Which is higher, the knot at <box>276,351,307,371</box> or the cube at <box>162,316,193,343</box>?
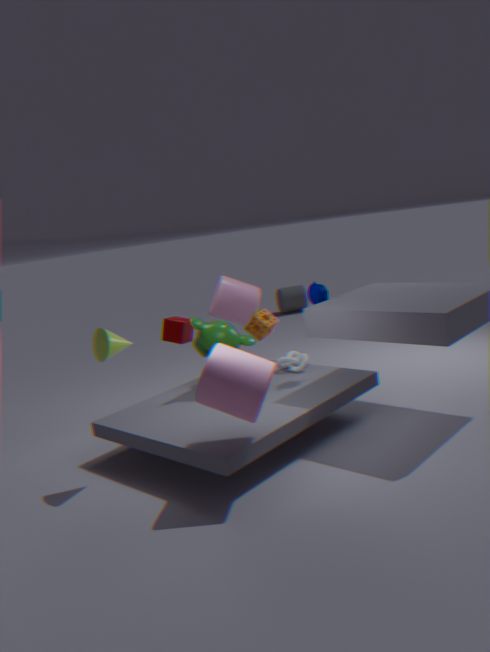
the cube at <box>162,316,193,343</box>
